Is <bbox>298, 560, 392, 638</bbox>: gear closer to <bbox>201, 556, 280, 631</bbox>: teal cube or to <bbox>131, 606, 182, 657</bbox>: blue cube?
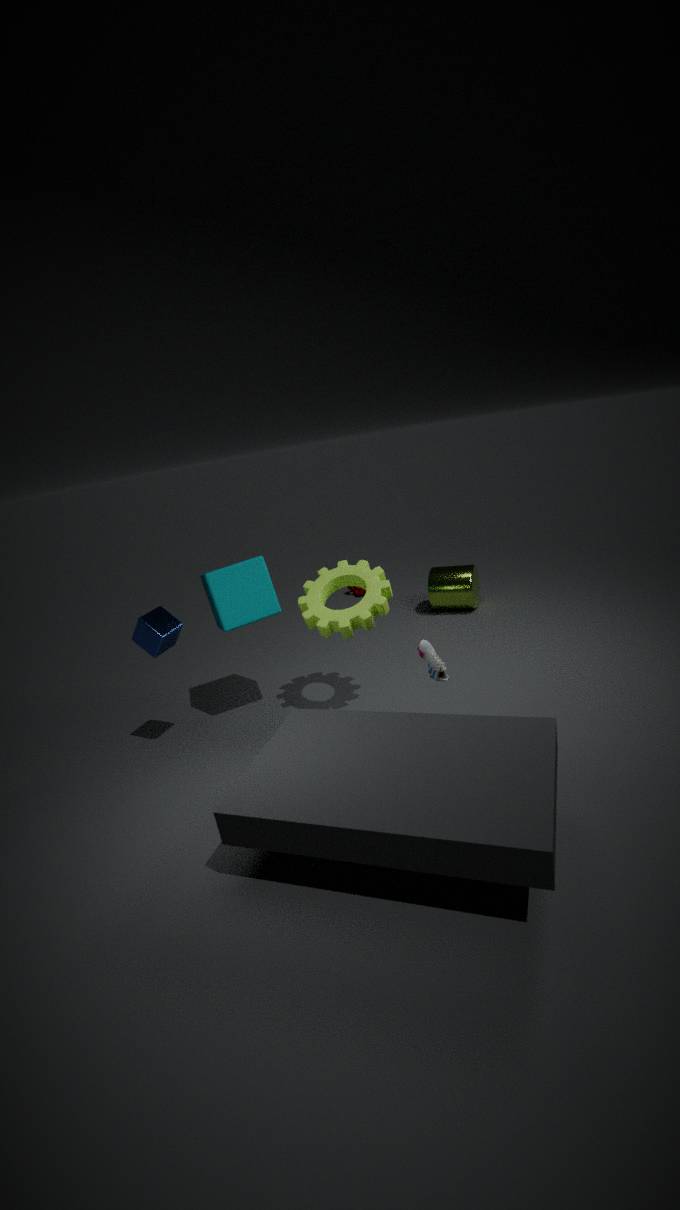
<bbox>201, 556, 280, 631</bbox>: teal cube
